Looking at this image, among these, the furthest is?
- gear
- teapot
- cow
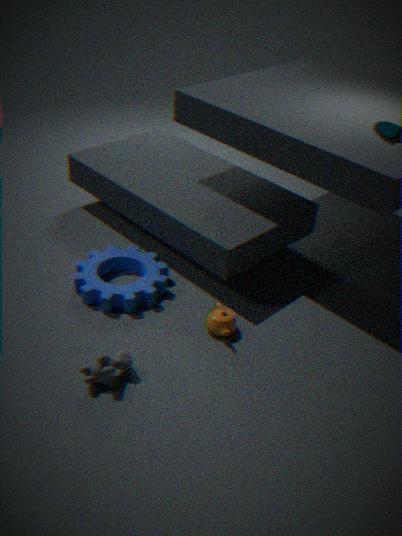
gear
